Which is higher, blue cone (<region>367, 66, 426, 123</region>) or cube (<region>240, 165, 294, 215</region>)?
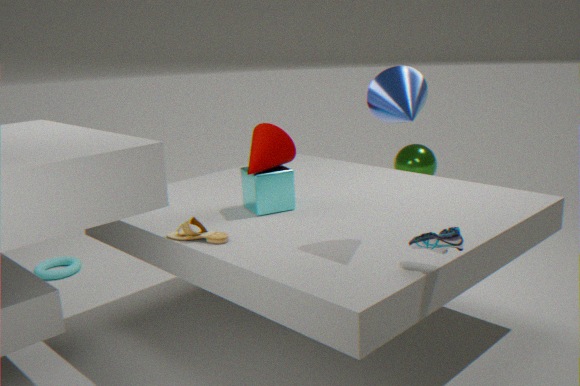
blue cone (<region>367, 66, 426, 123</region>)
